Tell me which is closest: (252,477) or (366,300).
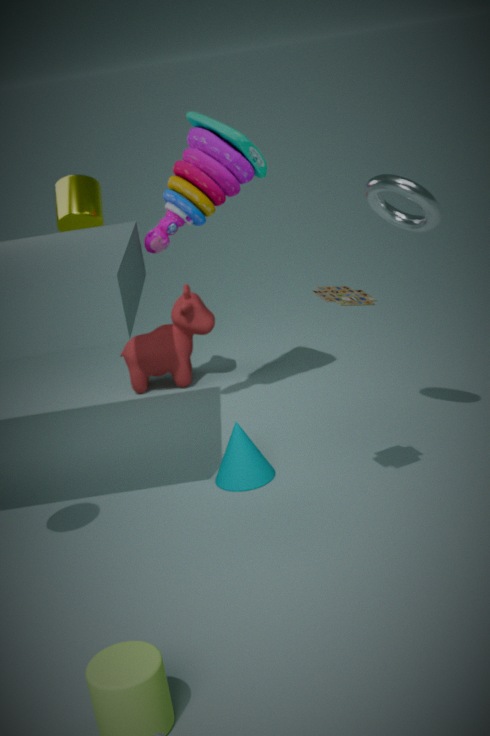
(366,300)
